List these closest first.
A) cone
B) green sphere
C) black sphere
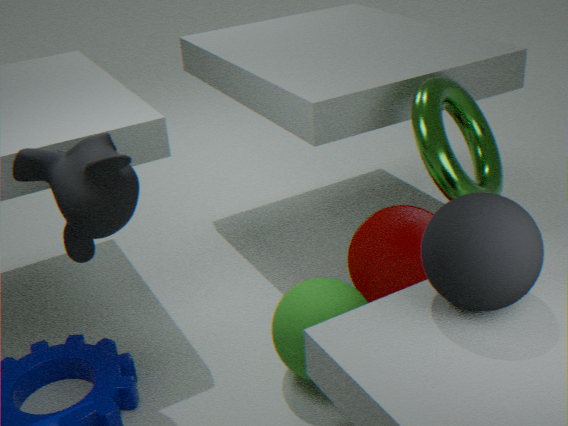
black sphere
green sphere
cone
